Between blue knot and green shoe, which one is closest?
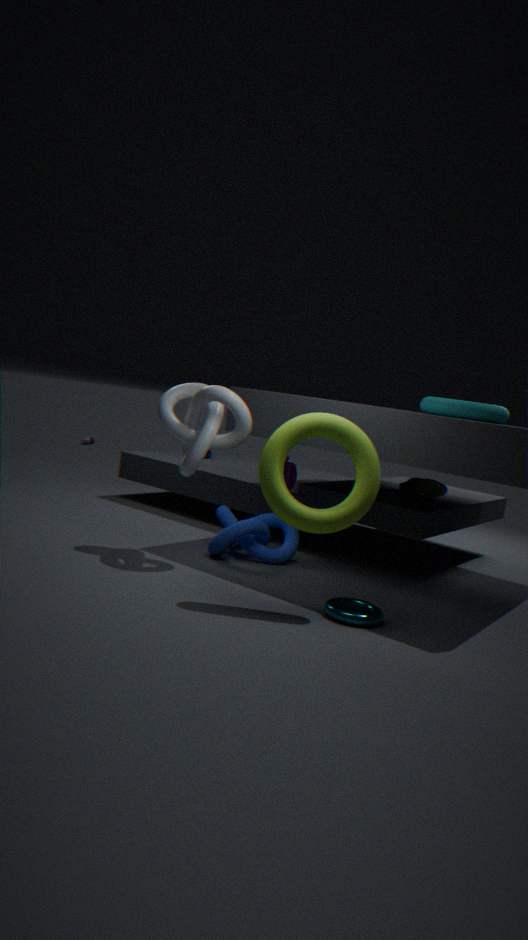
blue knot
